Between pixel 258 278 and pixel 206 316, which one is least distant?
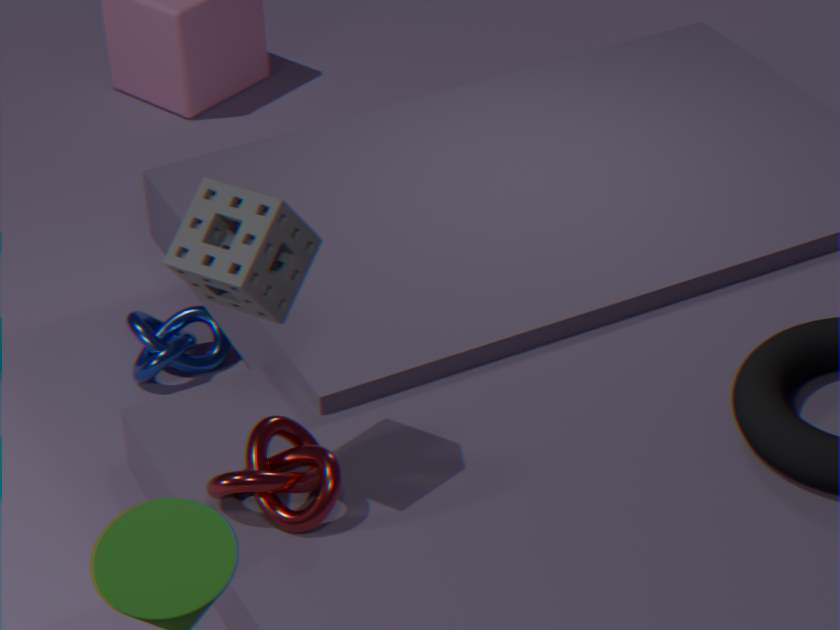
pixel 258 278
